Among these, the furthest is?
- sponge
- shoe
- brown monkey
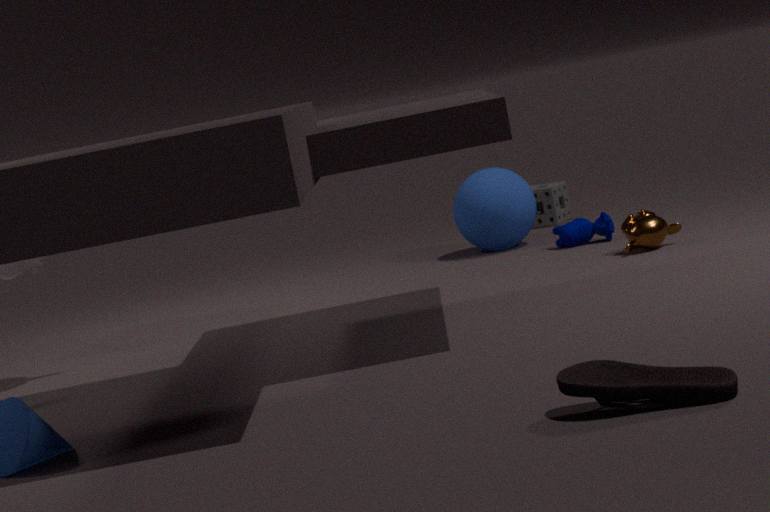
sponge
